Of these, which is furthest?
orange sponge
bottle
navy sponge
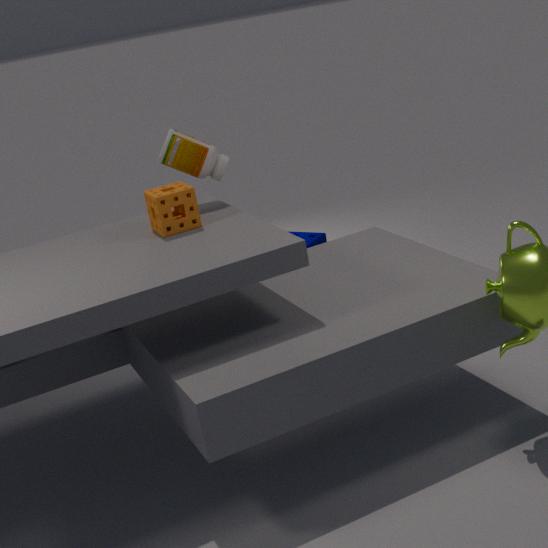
navy sponge
